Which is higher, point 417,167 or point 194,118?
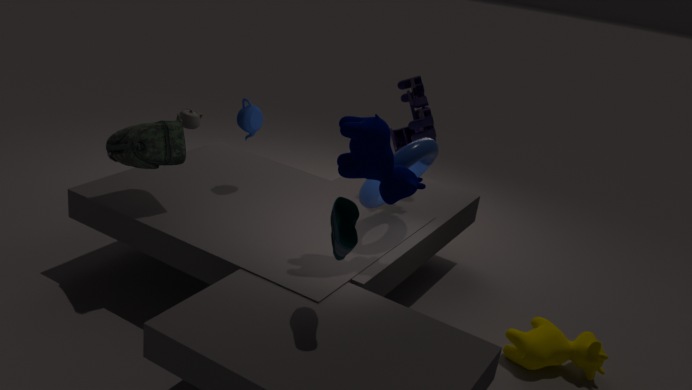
point 417,167
